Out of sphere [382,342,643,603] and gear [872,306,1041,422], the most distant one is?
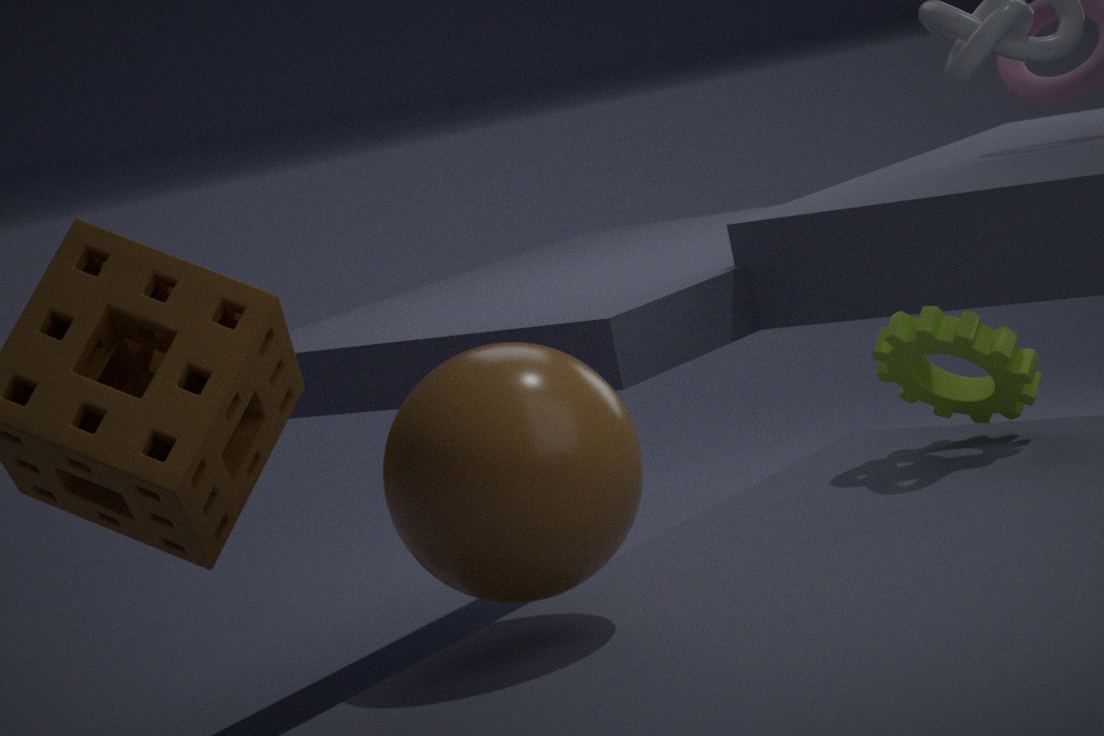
gear [872,306,1041,422]
